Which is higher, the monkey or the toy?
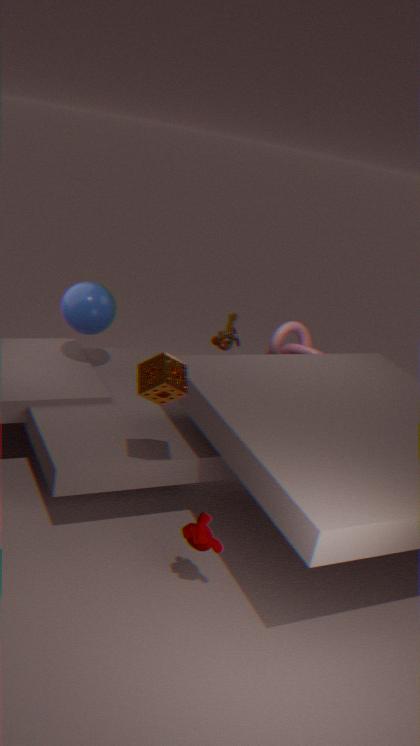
the toy
